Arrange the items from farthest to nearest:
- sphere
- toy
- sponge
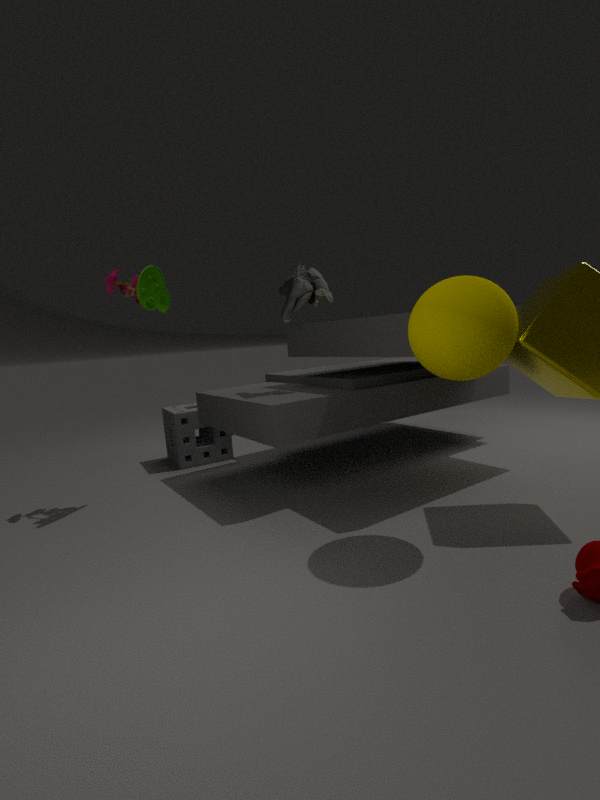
sponge < toy < sphere
